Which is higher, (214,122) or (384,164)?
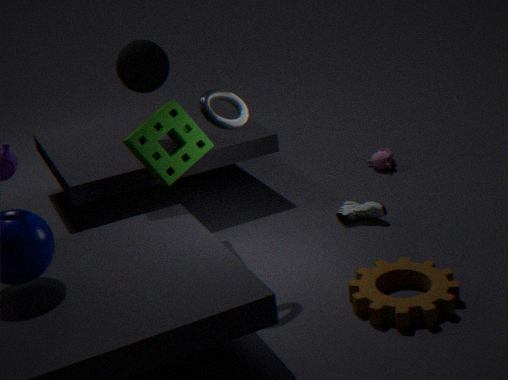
(214,122)
